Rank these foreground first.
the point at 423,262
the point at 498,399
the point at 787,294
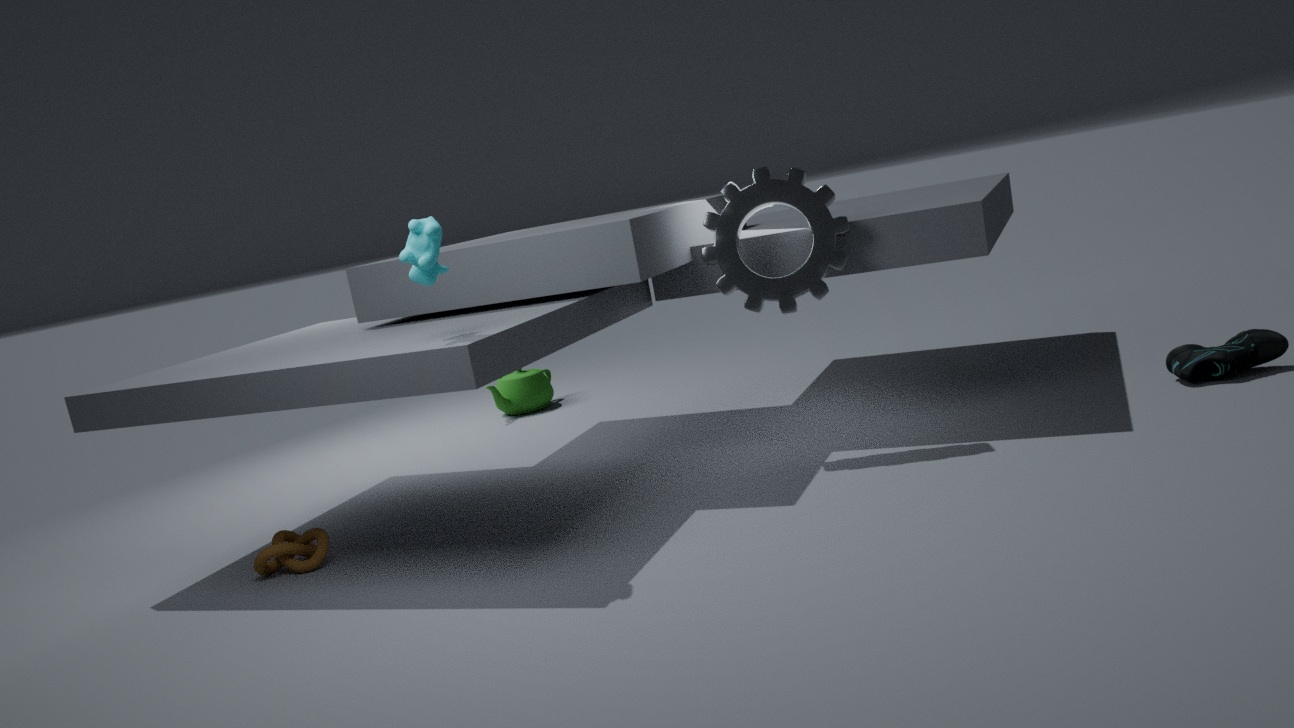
the point at 423,262 < the point at 787,294 < the point at 498,399
